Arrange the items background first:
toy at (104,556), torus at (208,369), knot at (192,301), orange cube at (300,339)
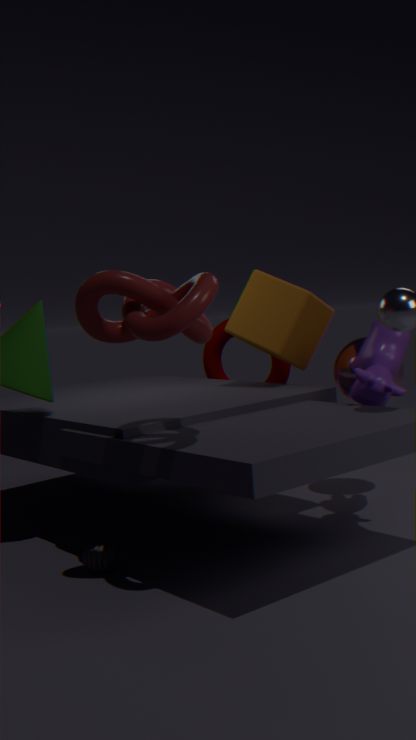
torus at (208,369)
orange cube at (300,339)
toy at (104,556)
knot at (192,301)
